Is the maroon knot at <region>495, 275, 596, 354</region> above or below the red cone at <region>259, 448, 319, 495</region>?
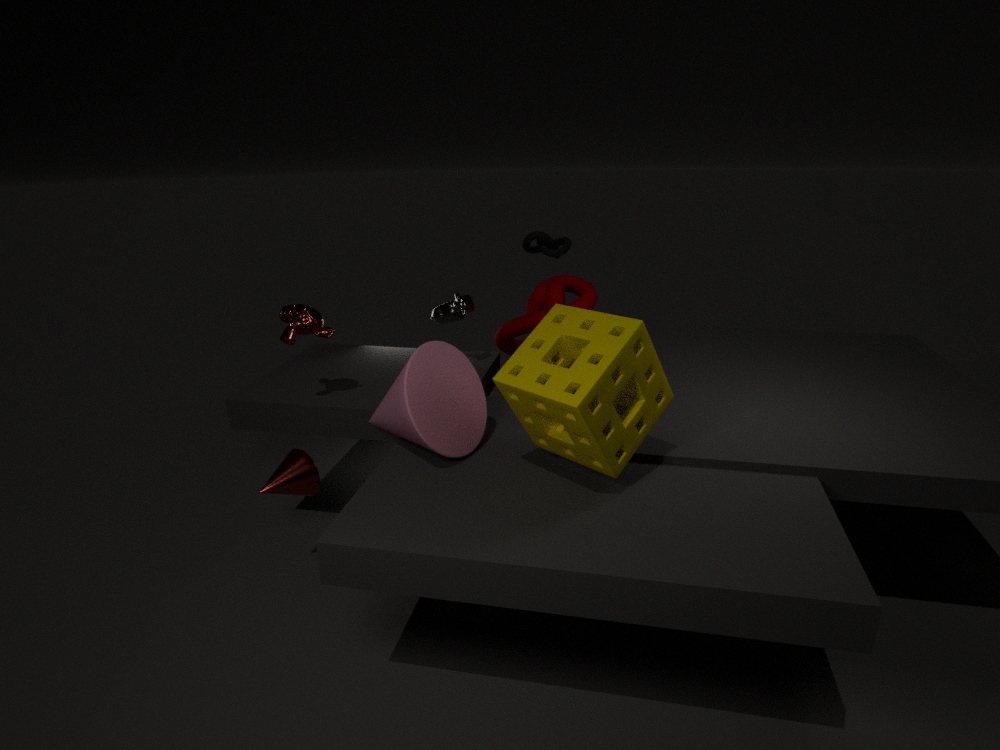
above
